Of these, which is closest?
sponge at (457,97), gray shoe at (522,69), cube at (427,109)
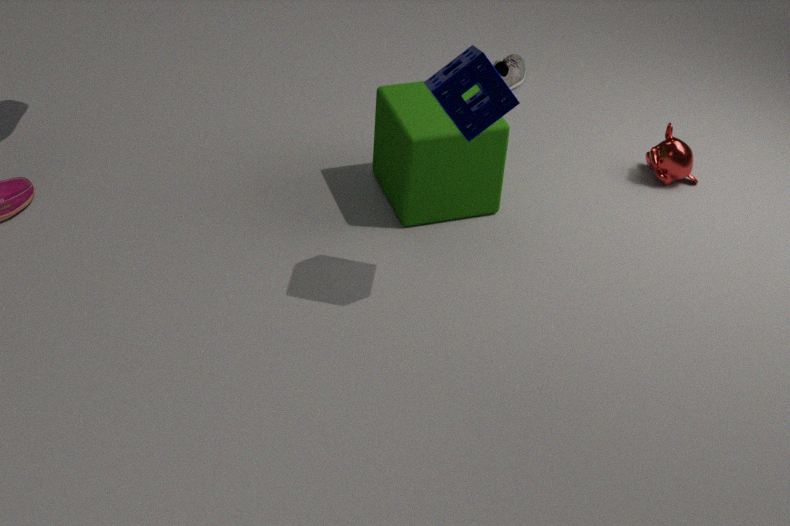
sponge at (457,97)
